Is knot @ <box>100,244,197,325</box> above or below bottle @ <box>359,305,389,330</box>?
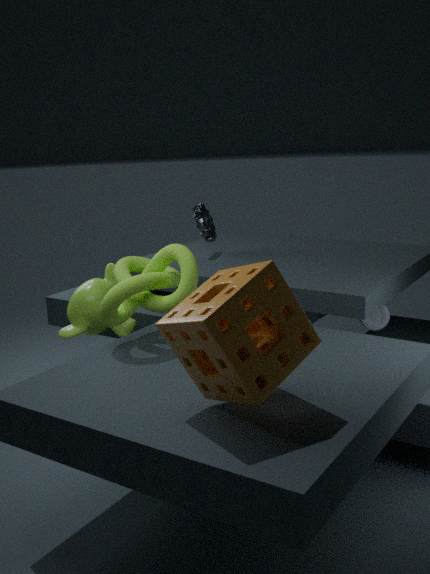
above
